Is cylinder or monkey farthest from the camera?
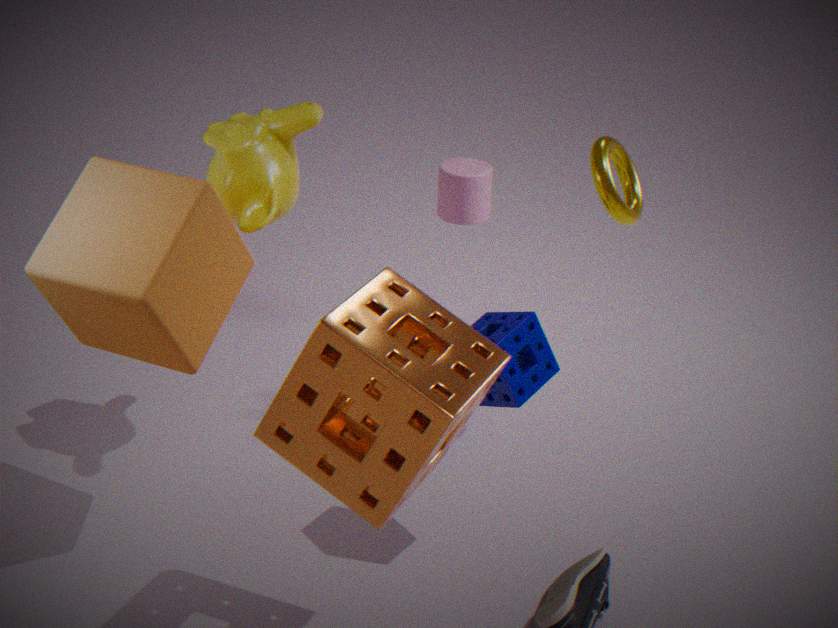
cylinder
